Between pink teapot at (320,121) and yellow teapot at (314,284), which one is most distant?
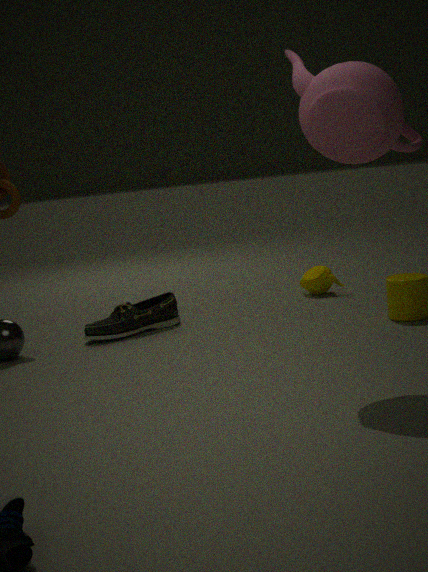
yellow teapot at (314,284)
